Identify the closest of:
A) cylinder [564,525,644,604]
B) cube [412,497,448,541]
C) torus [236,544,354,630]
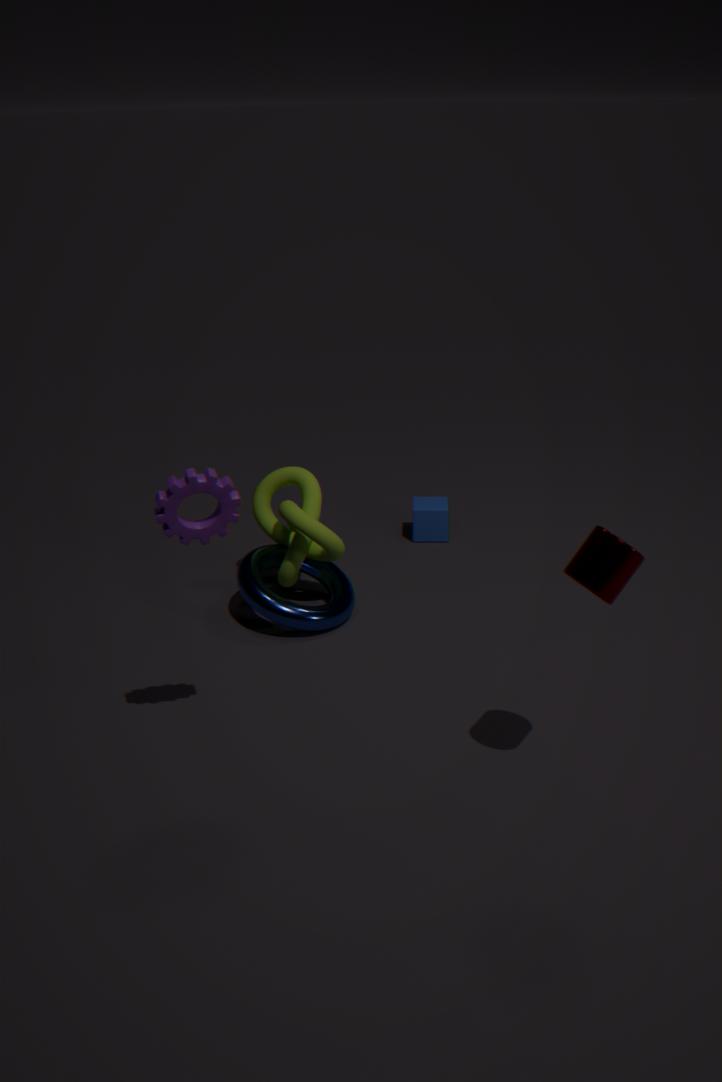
cylinder [564,525,644,604]
